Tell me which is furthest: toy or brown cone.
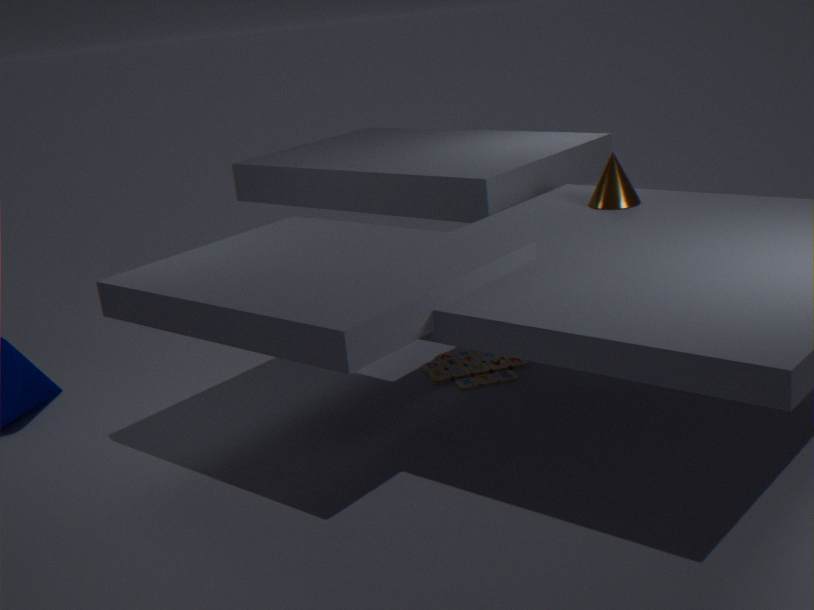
toy
